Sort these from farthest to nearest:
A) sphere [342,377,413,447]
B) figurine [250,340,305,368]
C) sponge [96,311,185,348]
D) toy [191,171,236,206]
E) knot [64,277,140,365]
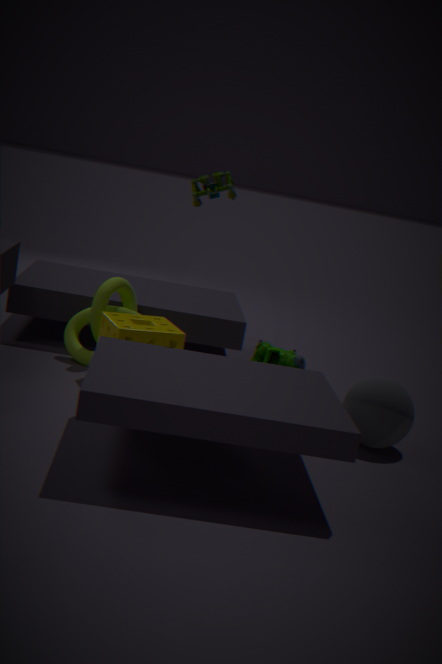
knot [64,277,140,365], figurine [250,340,305,368], sponge [96,311,185,348], toy [191,171,236,206], sphere [342,377,413,447]
